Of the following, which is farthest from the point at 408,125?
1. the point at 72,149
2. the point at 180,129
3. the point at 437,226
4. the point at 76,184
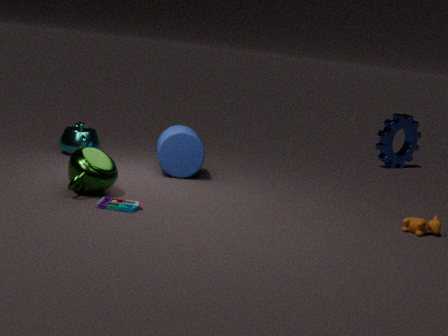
the point at 76,184
